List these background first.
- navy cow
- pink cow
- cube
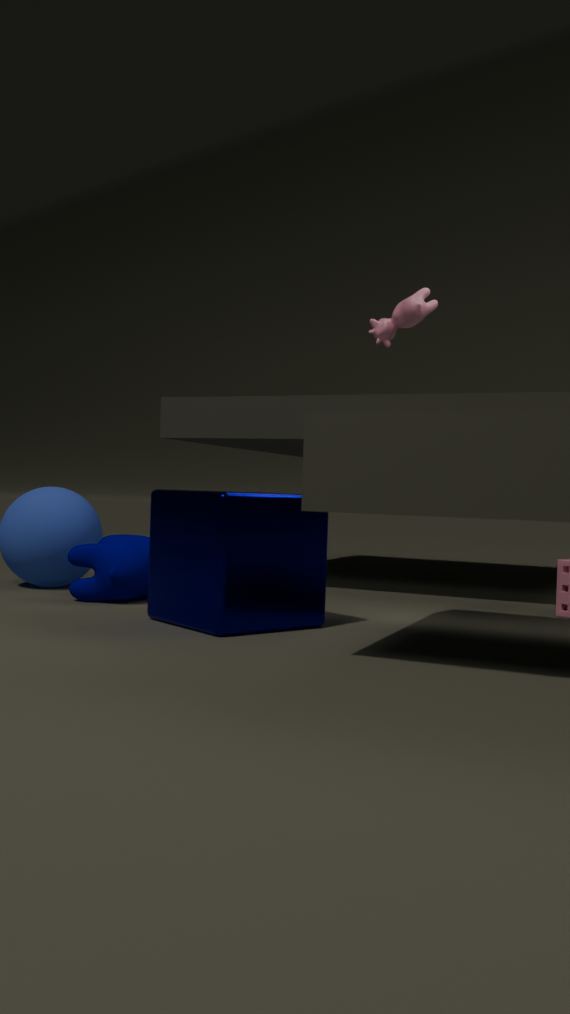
pink cow
navy cow
cube
